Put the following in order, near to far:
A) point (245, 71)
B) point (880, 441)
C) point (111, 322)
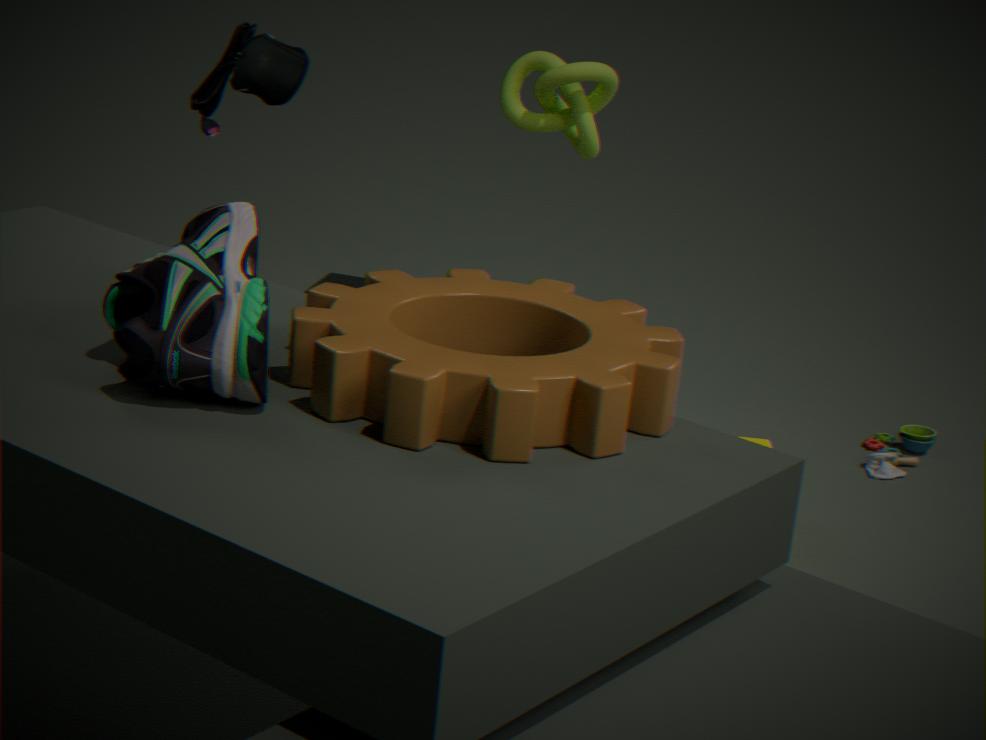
point (111, 322), point (245, 71), point (880, 441)
